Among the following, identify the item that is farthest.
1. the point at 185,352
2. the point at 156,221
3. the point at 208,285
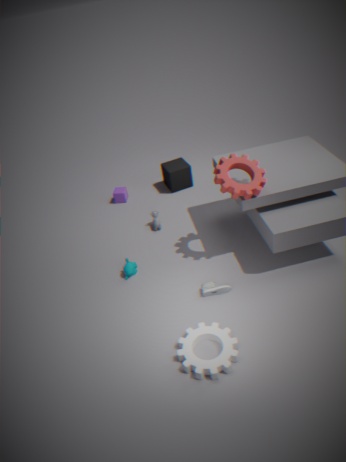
the point at 156,221
